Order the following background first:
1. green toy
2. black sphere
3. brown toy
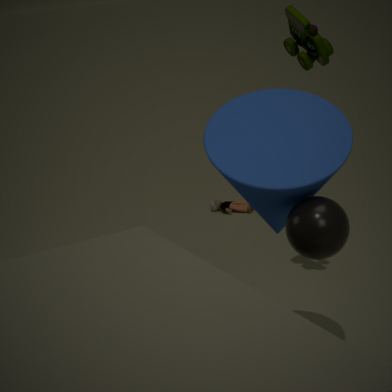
brown toy → green toy → black sphere
